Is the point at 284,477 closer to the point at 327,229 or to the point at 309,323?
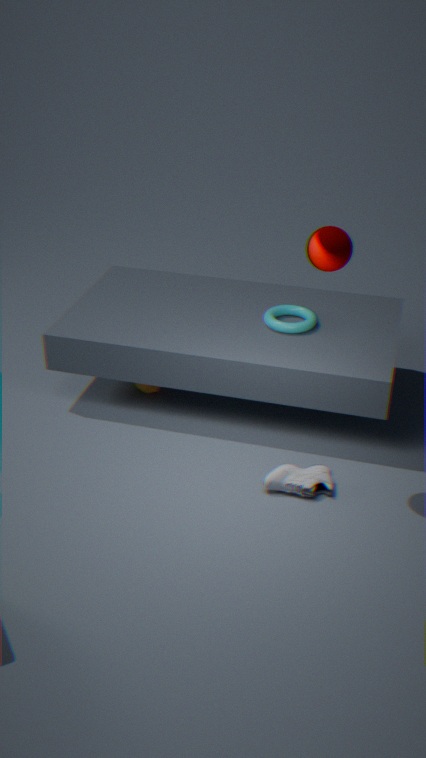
the point at 309,323
